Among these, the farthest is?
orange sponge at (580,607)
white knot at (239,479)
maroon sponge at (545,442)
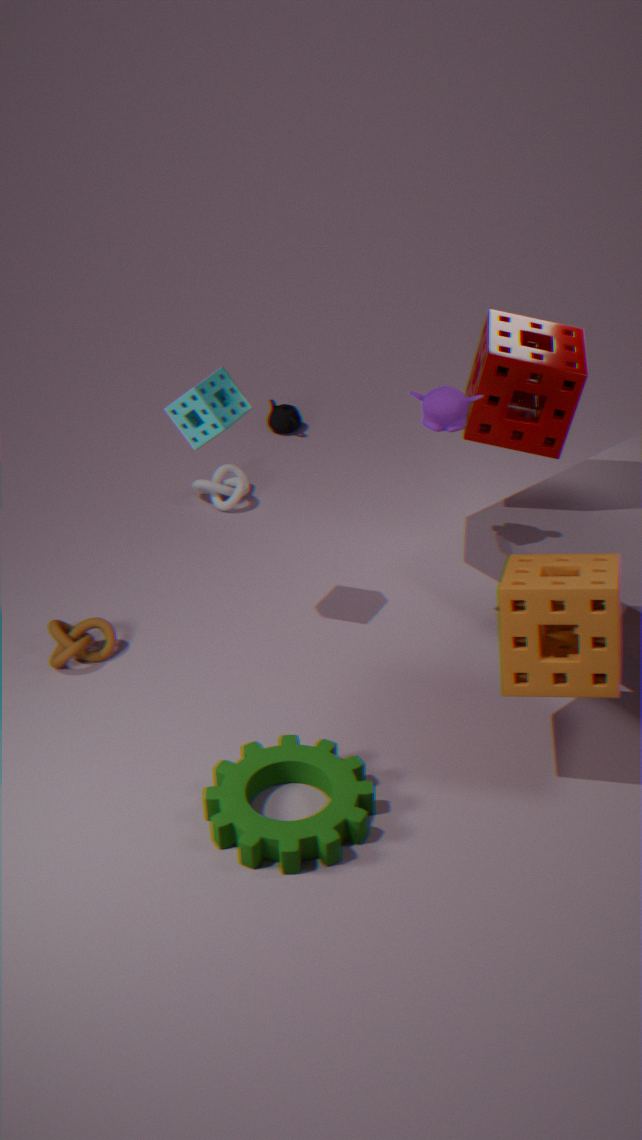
white knot at (239,479)
